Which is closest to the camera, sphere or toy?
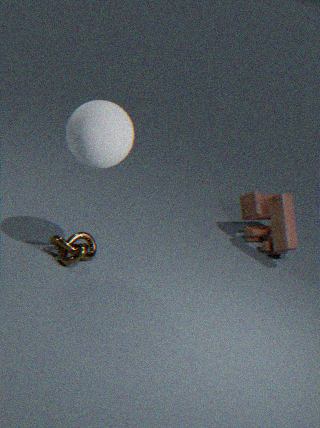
sphere
